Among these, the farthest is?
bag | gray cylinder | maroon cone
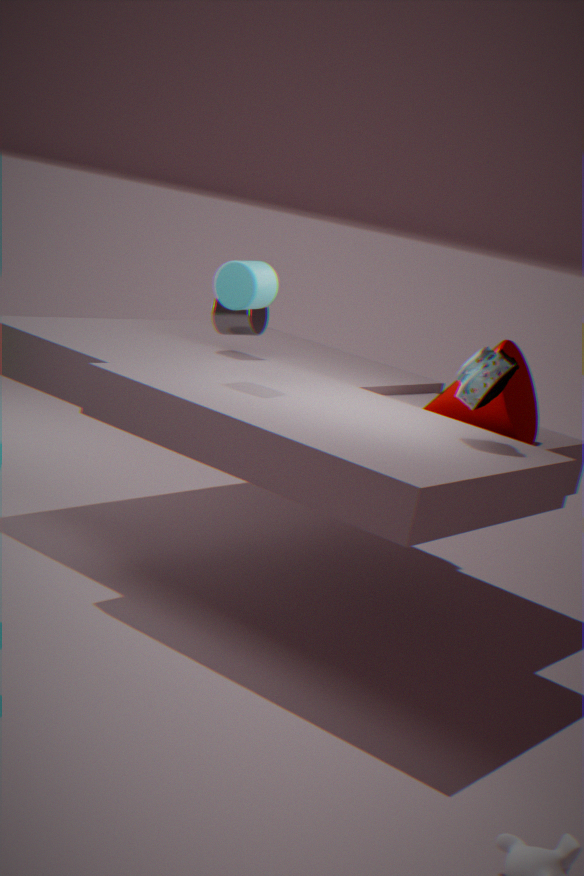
gray cylinder
